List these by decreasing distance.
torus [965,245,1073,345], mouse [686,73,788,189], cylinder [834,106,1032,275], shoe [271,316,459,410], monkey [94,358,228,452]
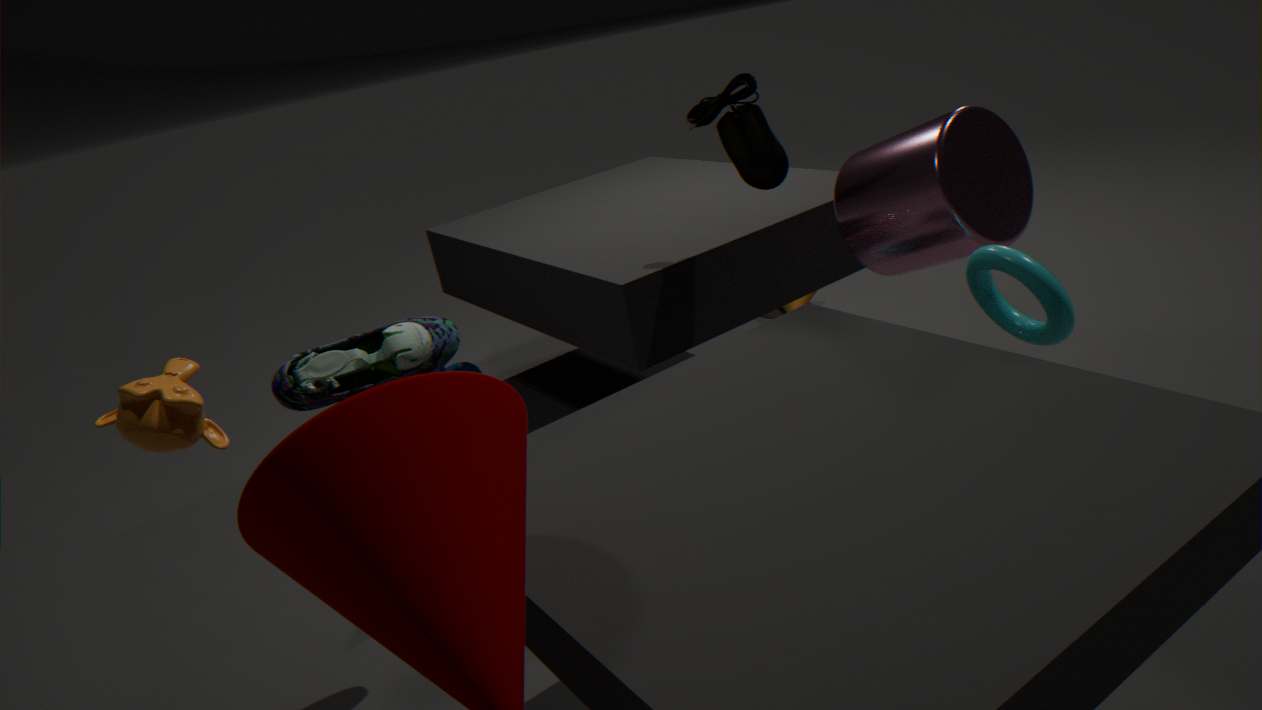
mouse [686,73,788,189], cylinder [834,106,1032,275], torus [965,245,1073,345], shoe [271,316,459,410], monkey [94,358,228,452]
